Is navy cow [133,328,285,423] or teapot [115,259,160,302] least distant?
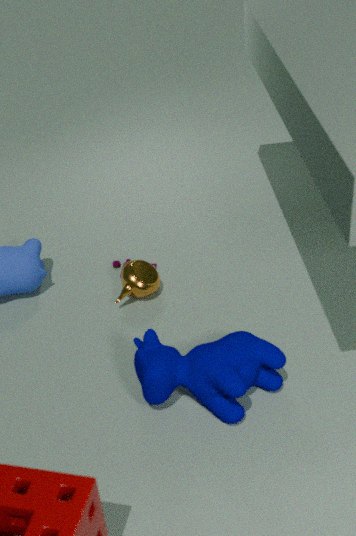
navy cow [133,328,285,423]
